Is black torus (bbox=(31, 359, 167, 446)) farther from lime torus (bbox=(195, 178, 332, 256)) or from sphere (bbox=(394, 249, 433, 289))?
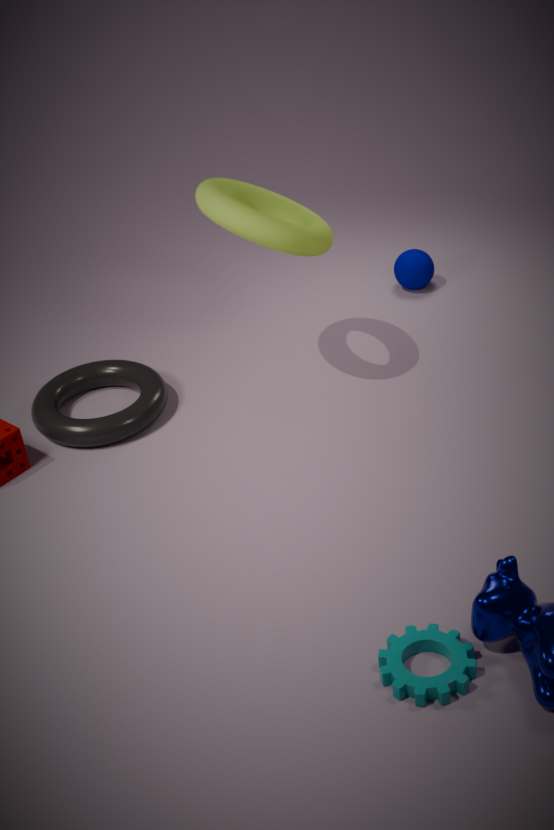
sphere (bbox=(394, 249, 433, 289))
